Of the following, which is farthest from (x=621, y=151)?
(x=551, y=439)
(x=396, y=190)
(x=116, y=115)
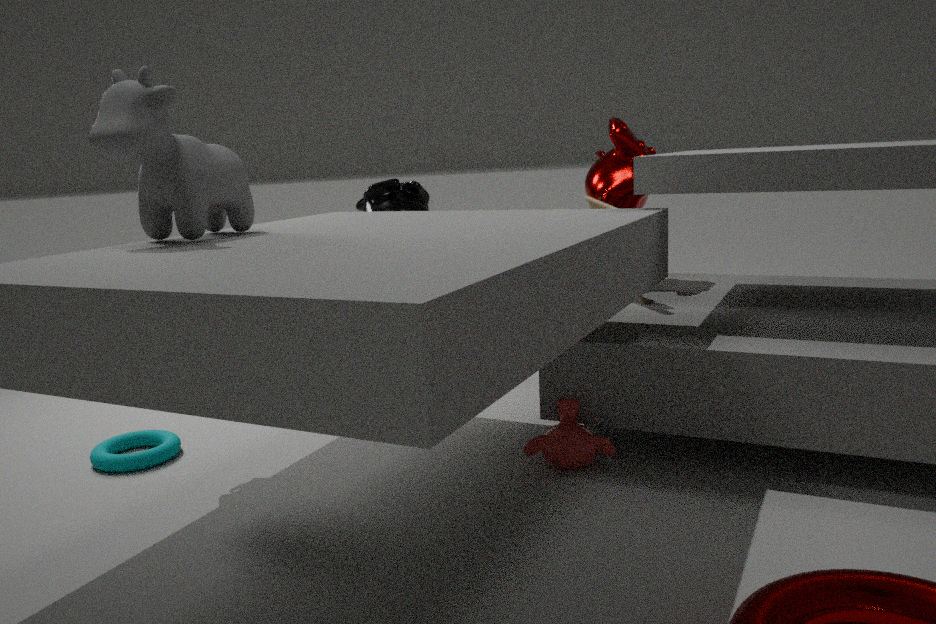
(x=116, y=115)
